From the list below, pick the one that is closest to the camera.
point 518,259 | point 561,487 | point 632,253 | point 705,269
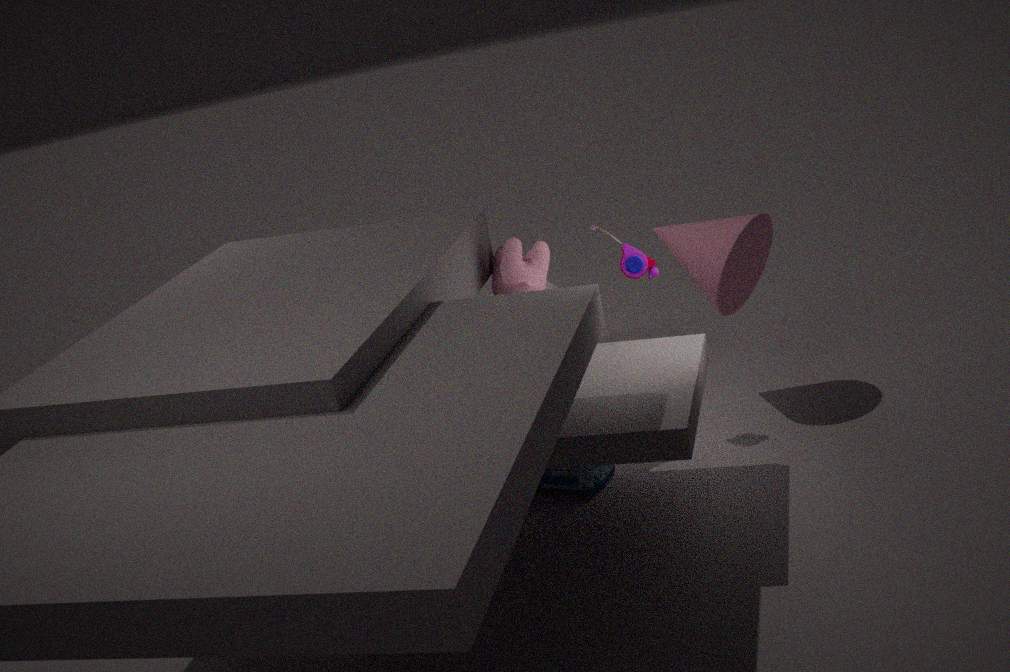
point 561,487
